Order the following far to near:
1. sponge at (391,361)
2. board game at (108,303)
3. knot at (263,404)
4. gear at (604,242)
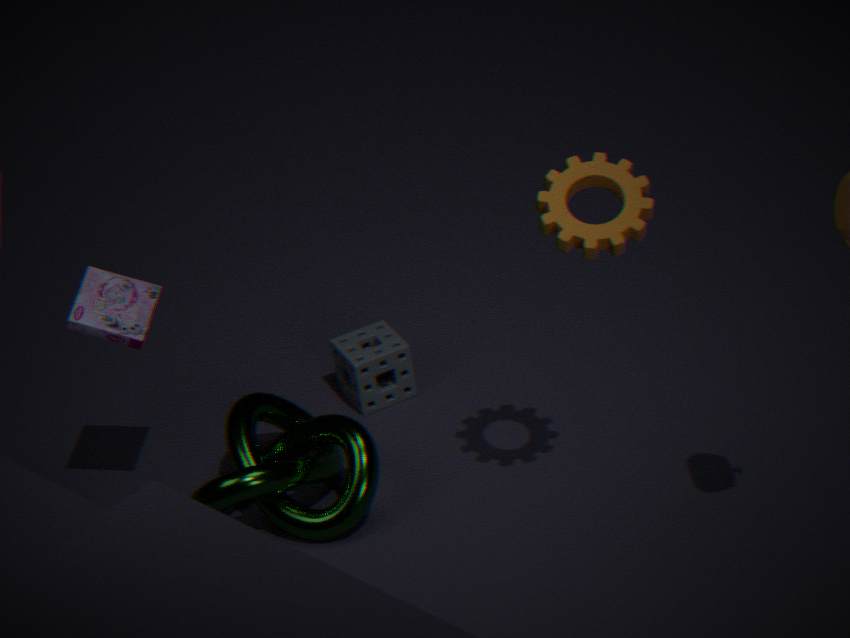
sponge at (391,361), knot at (263,404), board game at (108,303), gear at (604,242)
